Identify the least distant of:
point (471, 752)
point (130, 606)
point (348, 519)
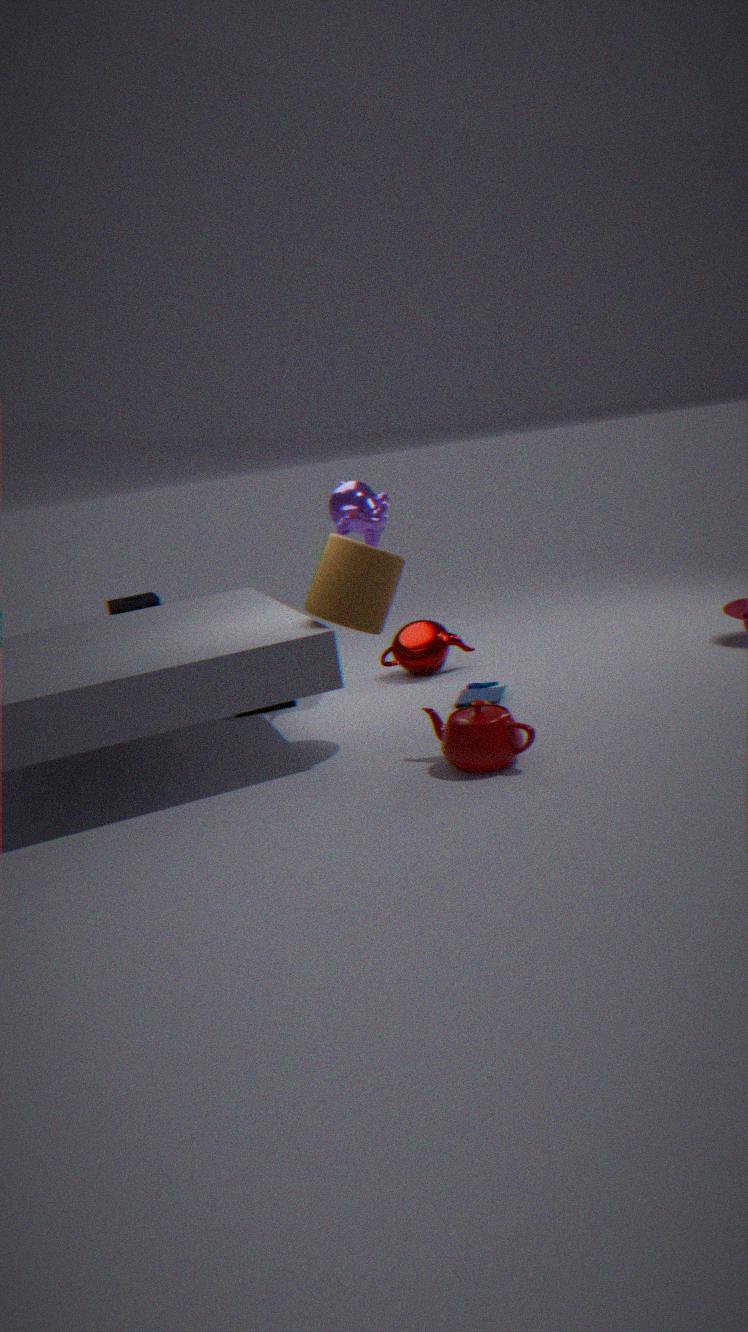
point (471, 752)
